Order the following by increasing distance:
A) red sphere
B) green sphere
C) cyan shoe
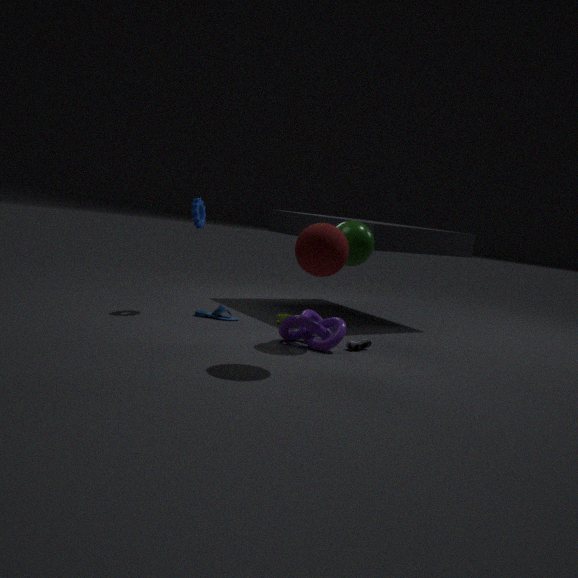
1. red sphere
2. green sphere
3. cyan shoe
